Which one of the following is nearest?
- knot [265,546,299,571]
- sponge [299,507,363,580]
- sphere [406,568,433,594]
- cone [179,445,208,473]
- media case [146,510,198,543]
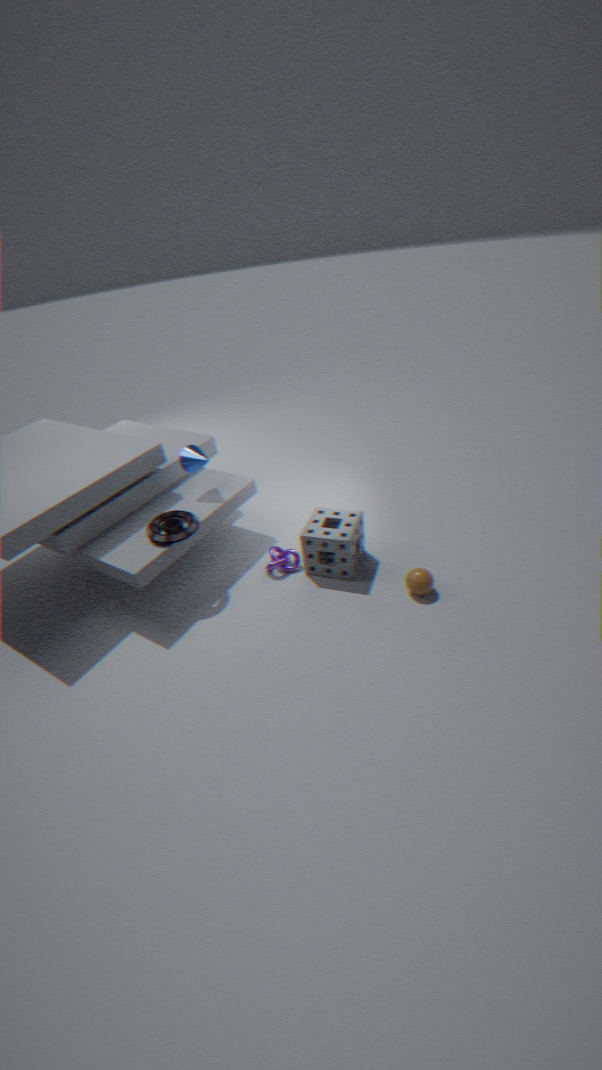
sphere [406,568,433,594]
